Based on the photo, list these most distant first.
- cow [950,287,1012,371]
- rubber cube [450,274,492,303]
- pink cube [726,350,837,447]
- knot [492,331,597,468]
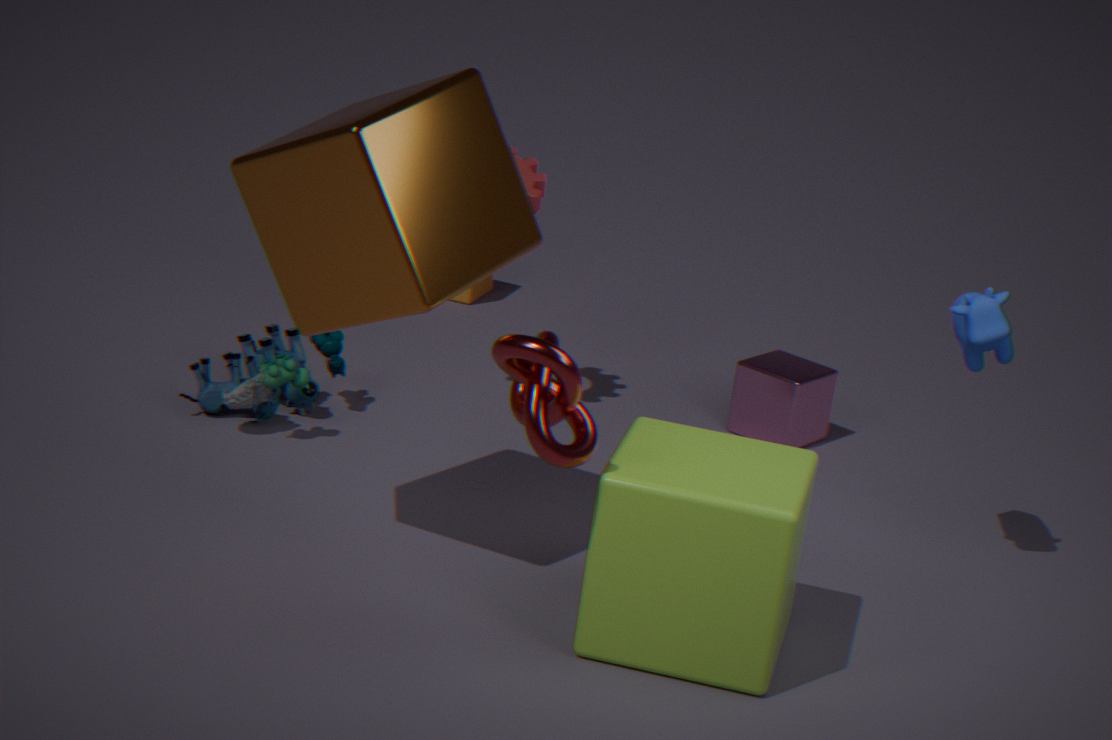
1. rubber cube [450,274,492,303]
2. pink cube [726,350,837,447]
3. cow [950,287,1012,371]
4. knot [492,331,597,468]
